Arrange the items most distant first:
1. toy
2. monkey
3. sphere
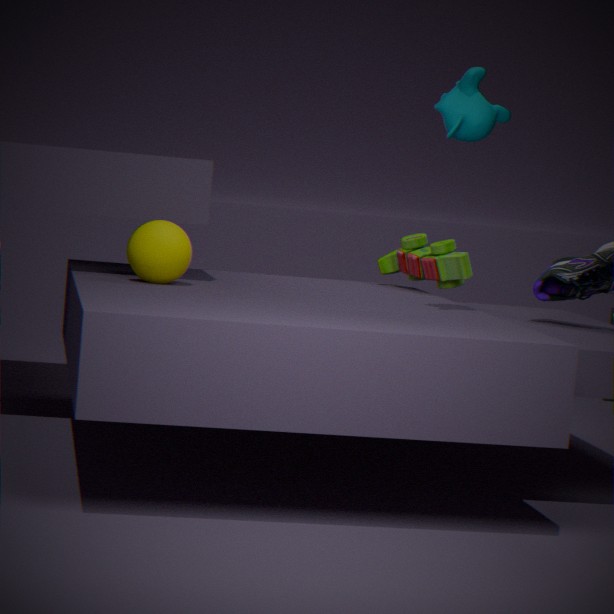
toy
sphere
monkey
